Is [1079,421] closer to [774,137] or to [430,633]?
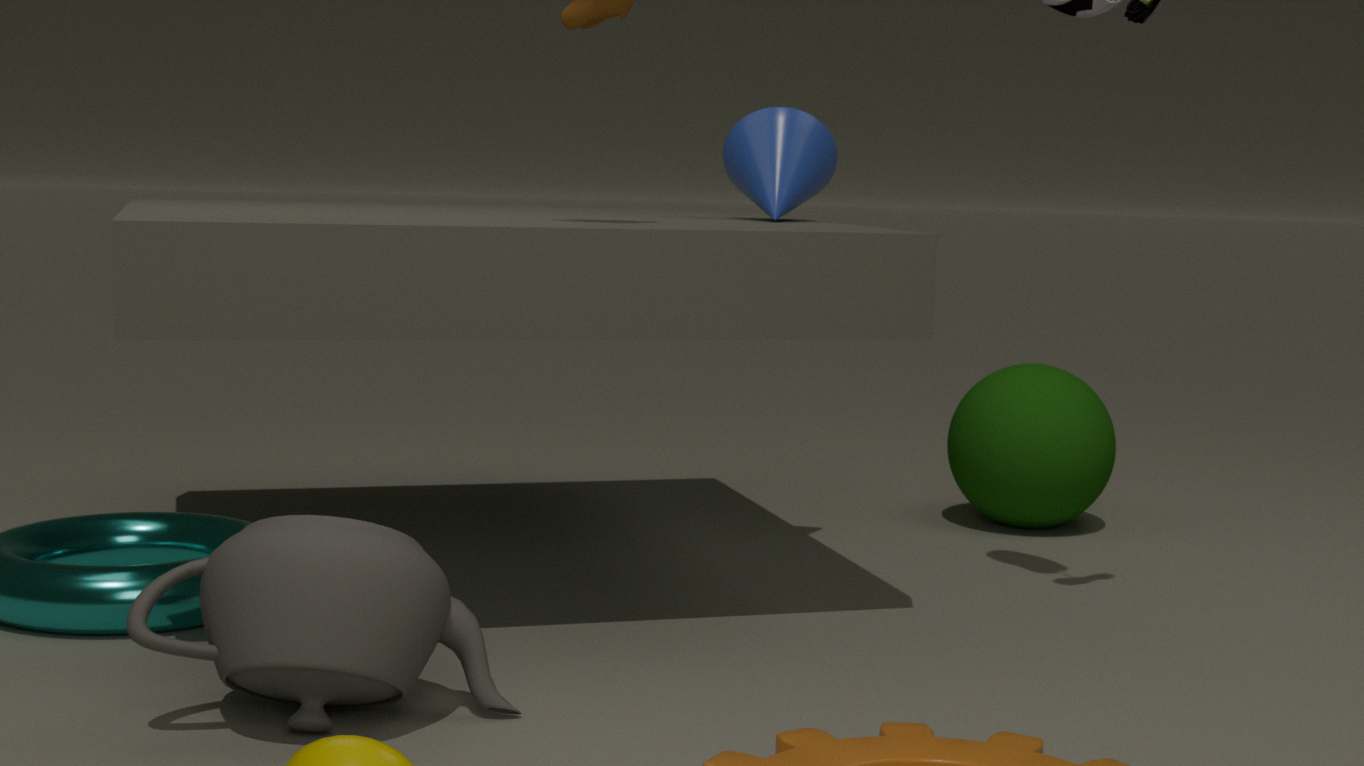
[774,137]
